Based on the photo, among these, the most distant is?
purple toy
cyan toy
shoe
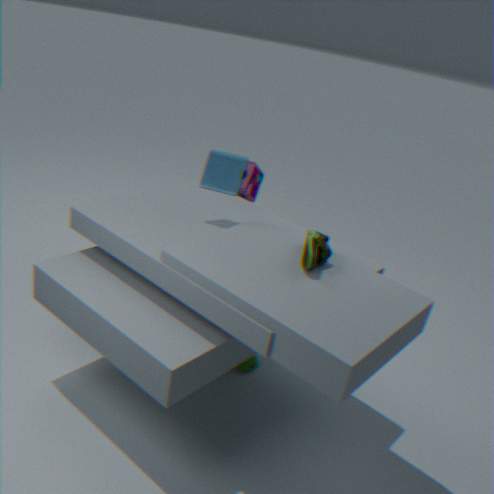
purple toy
